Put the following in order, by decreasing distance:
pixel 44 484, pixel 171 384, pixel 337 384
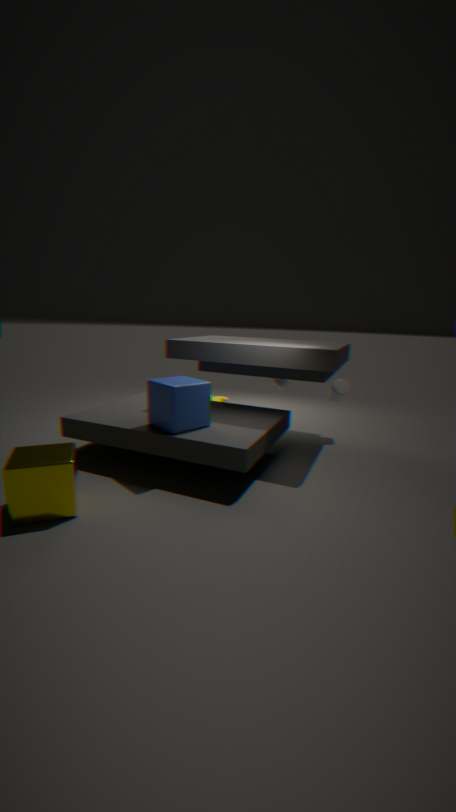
pixel 337 384 → pixel 171 384 → pixel 44 484
